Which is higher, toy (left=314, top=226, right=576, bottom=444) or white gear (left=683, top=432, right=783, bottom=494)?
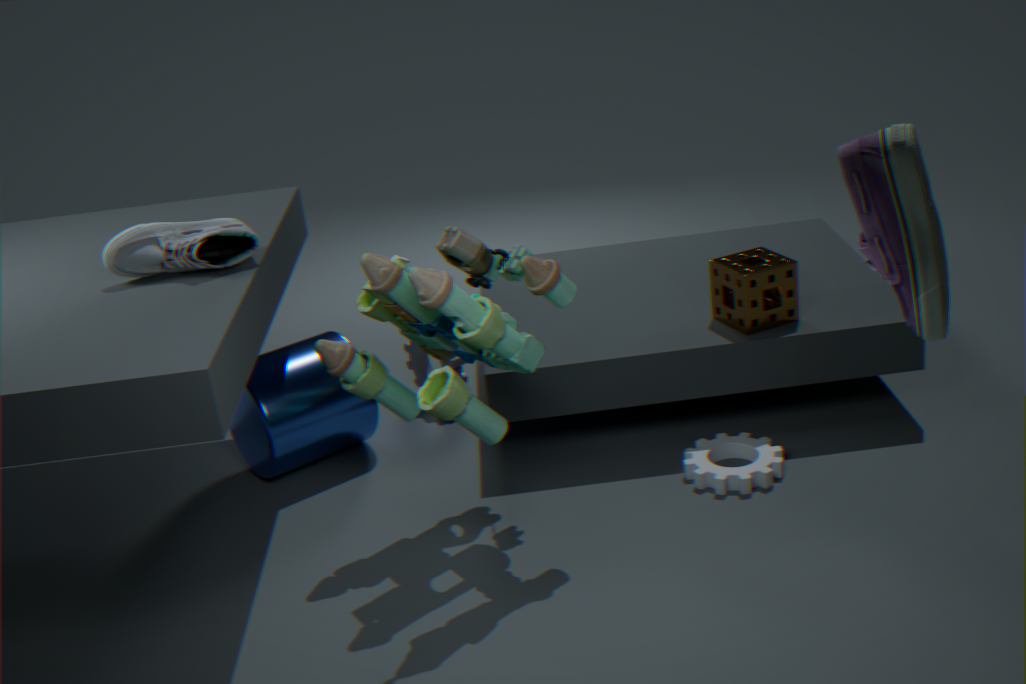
toy (left=314, top=226, right=576, bottom=444)
